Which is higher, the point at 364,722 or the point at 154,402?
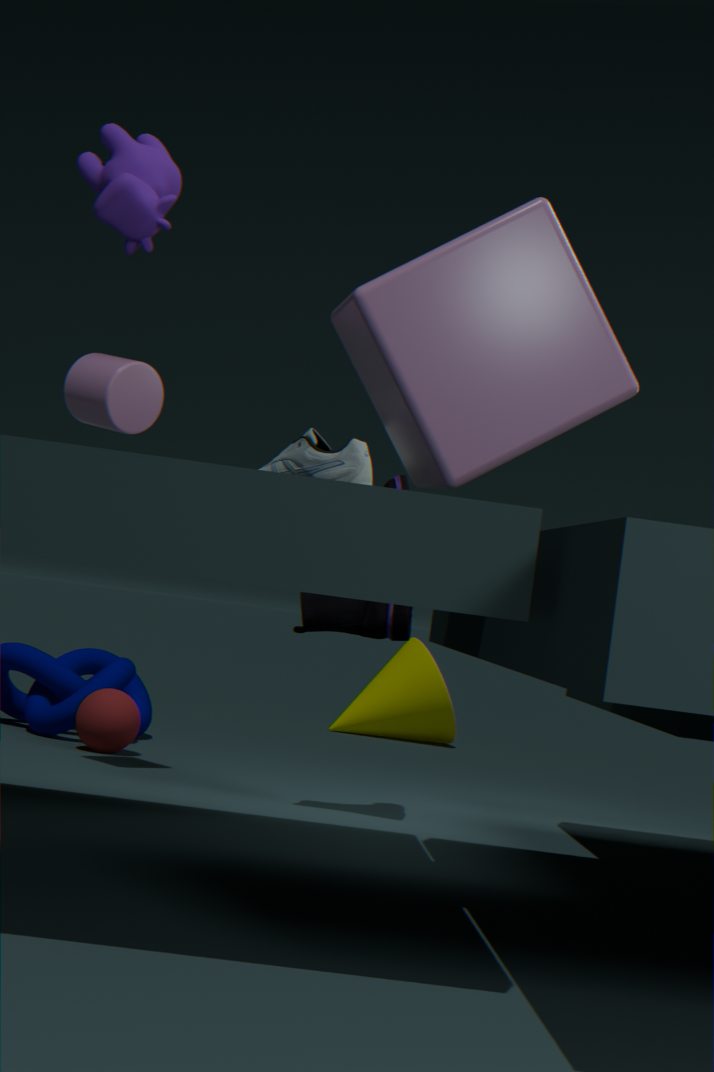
the point at 154,402
